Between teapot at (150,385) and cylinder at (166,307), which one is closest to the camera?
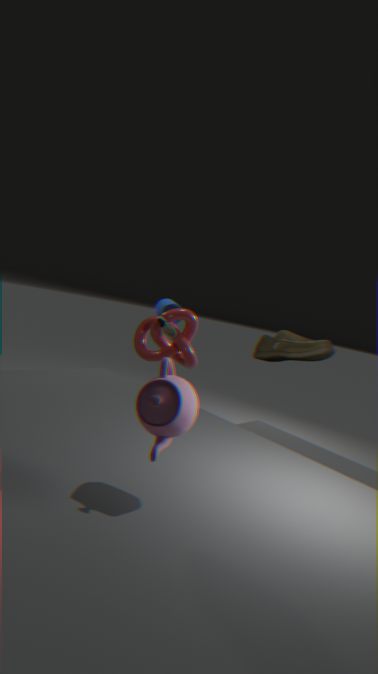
teapot at (150,385)
